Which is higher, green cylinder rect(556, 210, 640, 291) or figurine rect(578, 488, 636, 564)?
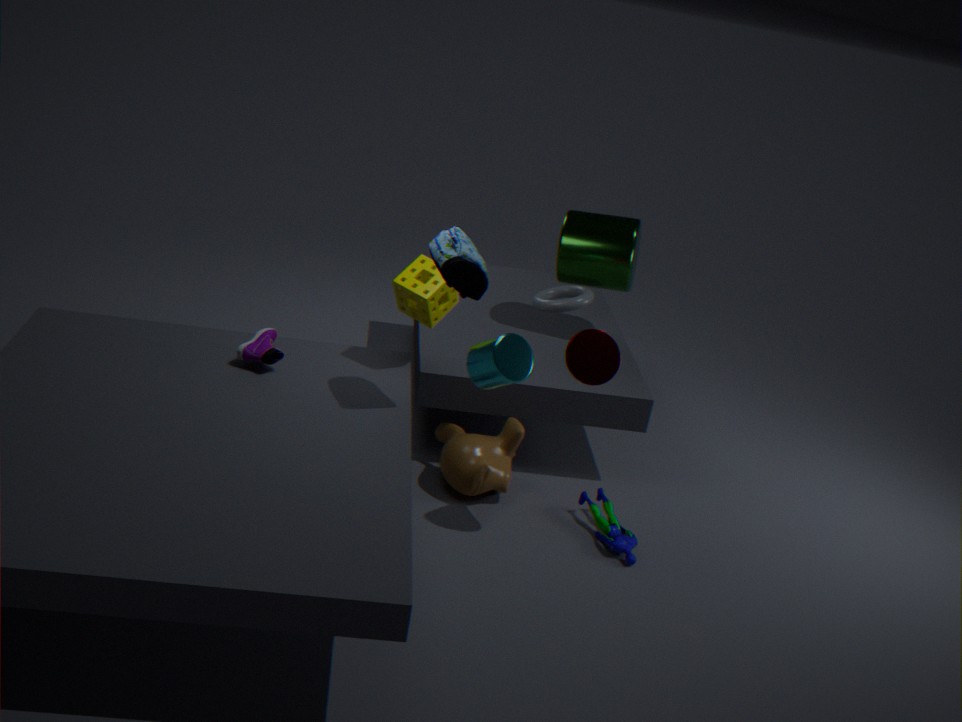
green cylinder rect(556, 210, 640, 291)
